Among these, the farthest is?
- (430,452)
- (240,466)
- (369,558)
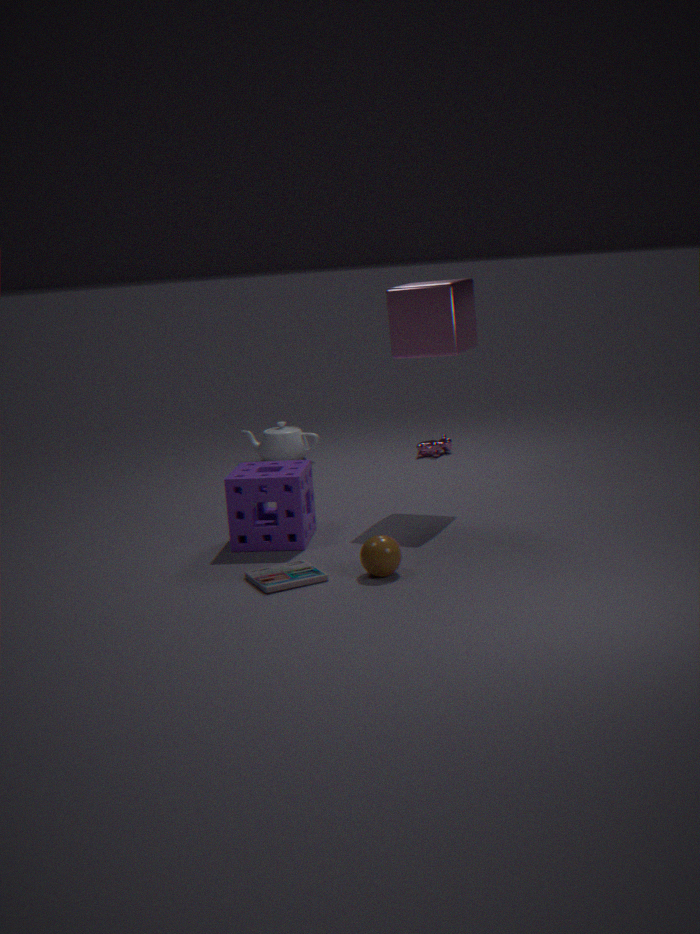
(430,452)
